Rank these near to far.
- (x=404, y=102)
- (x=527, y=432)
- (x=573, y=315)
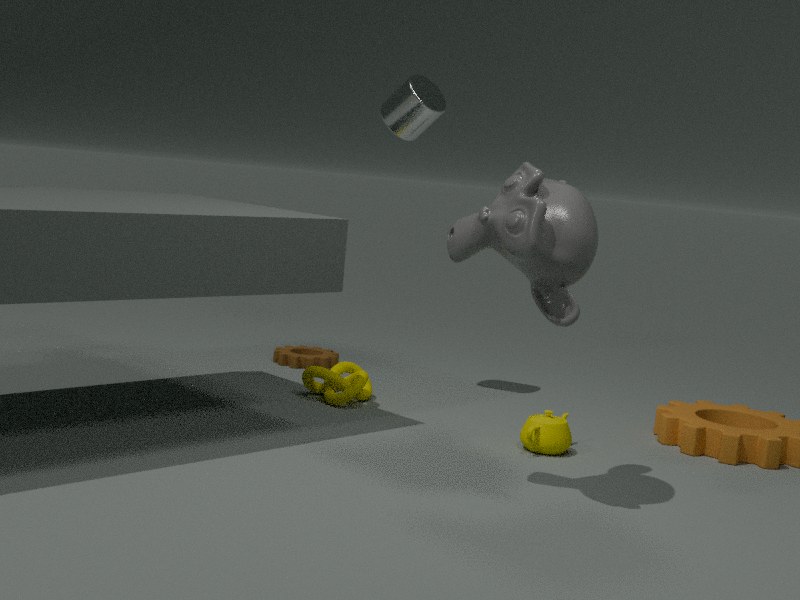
(x=573, y=315), (x=527, y=432), (x=404, y=102)
